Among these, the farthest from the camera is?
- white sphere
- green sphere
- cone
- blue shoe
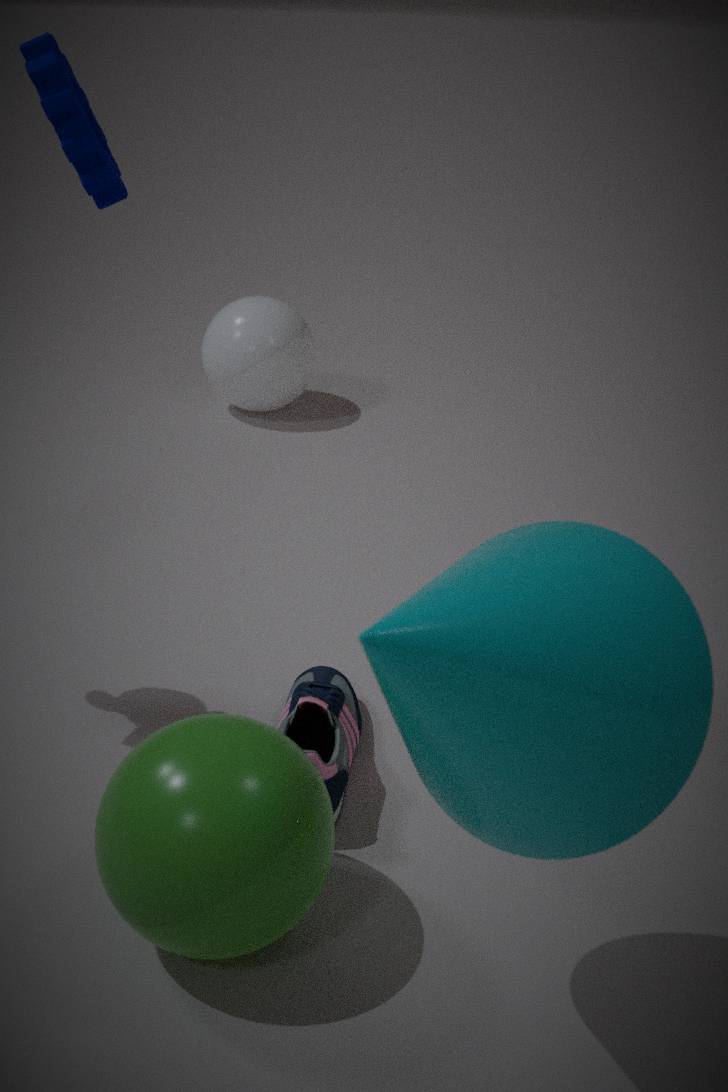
white sphere
